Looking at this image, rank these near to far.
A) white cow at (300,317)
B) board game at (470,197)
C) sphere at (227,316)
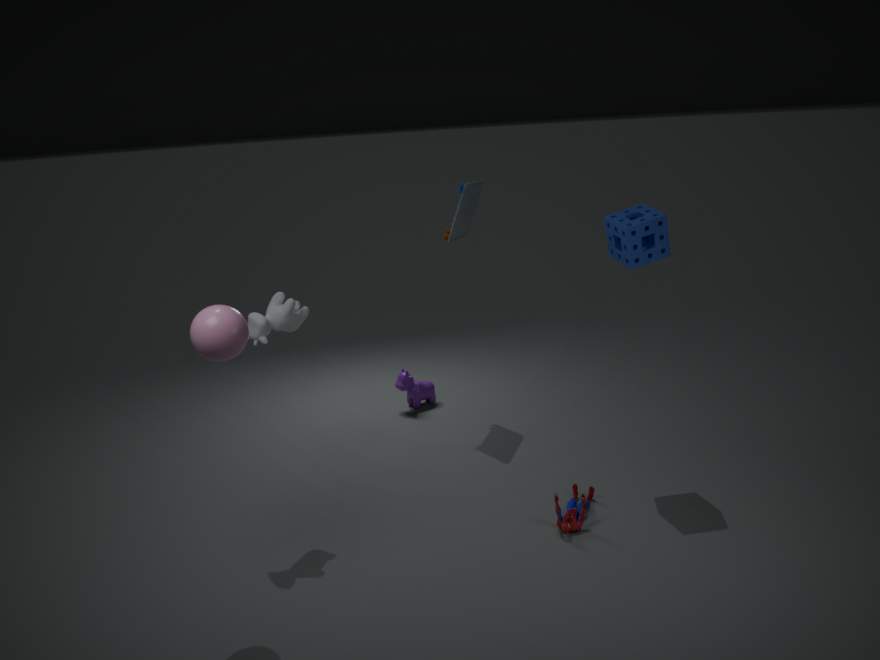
sphere at (227,316), white cow at (300,317), board game at (470,197)
